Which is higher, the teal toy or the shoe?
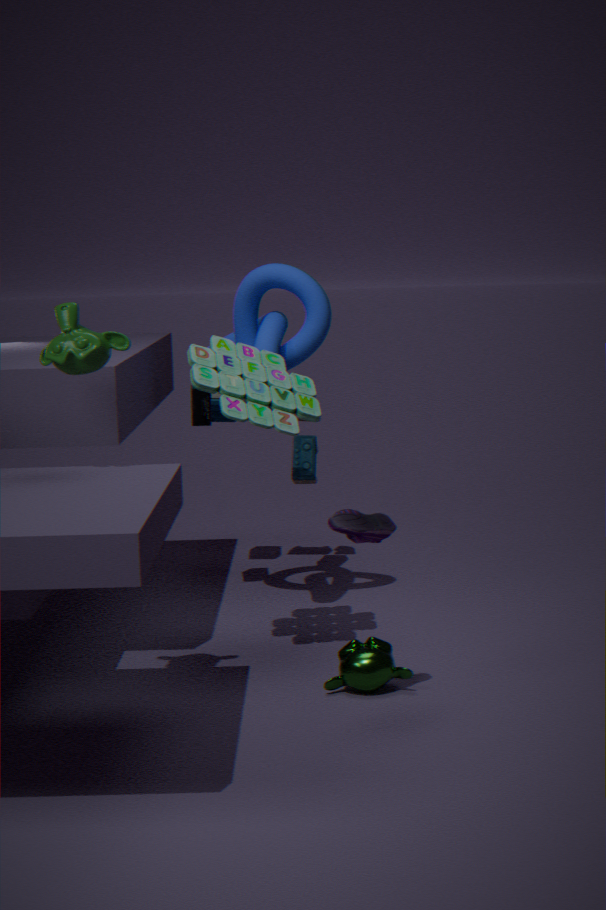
the teal toy
